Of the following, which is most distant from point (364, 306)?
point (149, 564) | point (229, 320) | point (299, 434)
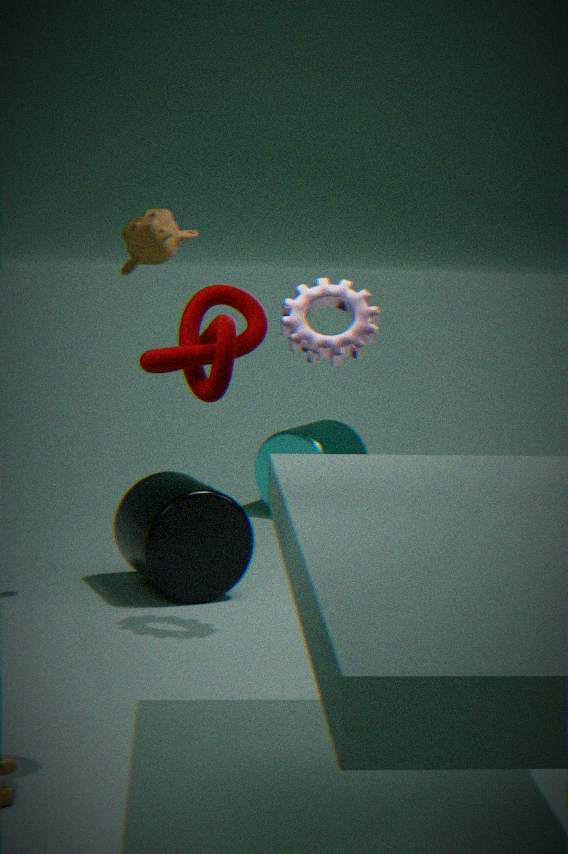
point (299, 434)
